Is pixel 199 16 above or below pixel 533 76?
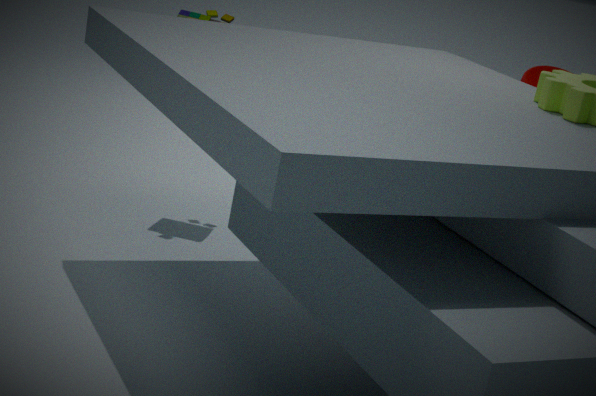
above
